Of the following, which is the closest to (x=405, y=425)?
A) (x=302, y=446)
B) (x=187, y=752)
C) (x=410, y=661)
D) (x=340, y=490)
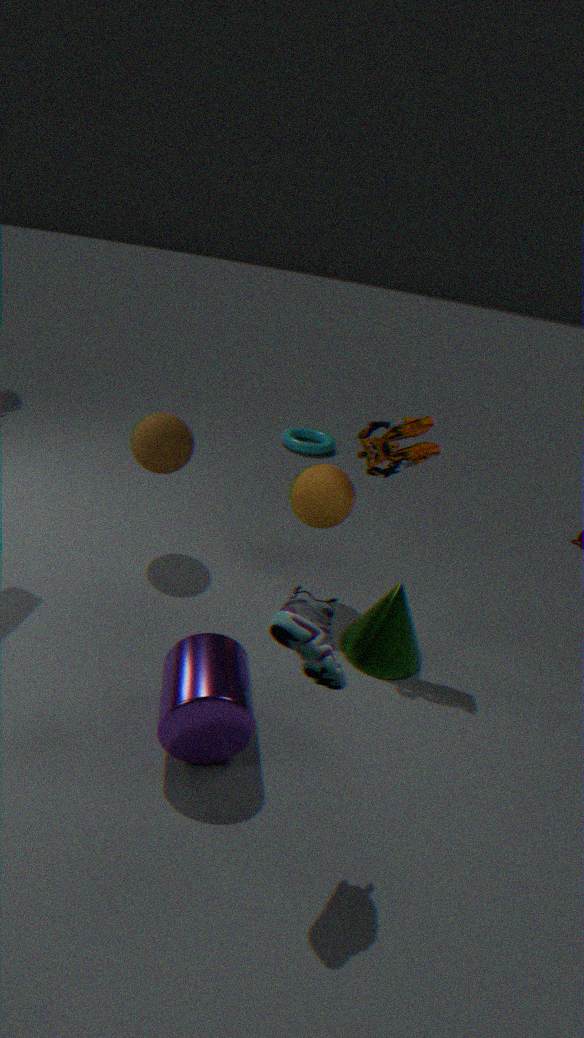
(x=340, y=490)
